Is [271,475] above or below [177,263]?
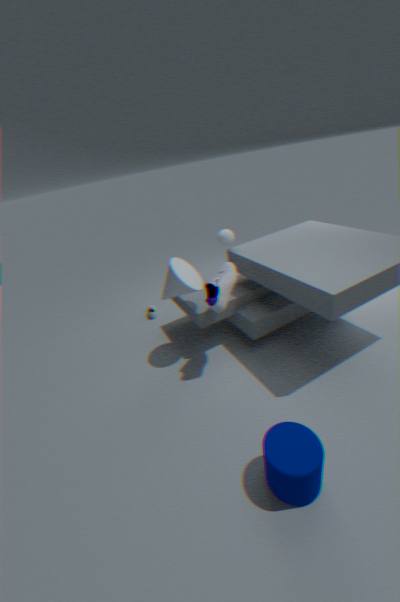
below
